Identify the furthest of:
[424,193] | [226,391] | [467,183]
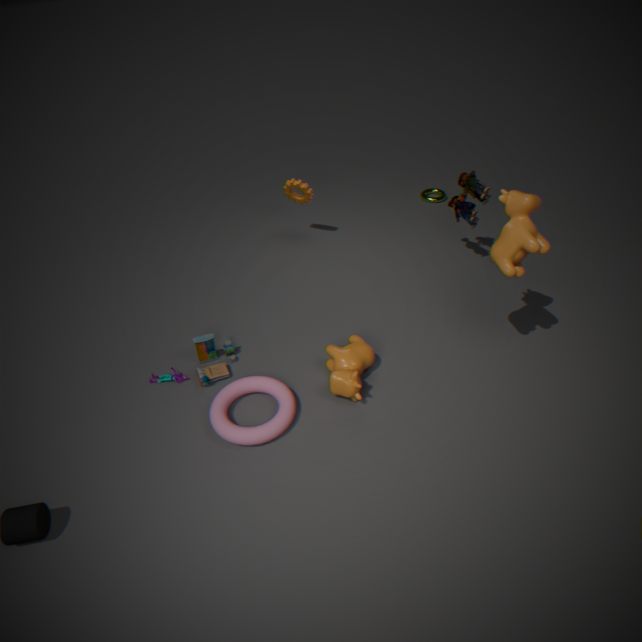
[424,193]
